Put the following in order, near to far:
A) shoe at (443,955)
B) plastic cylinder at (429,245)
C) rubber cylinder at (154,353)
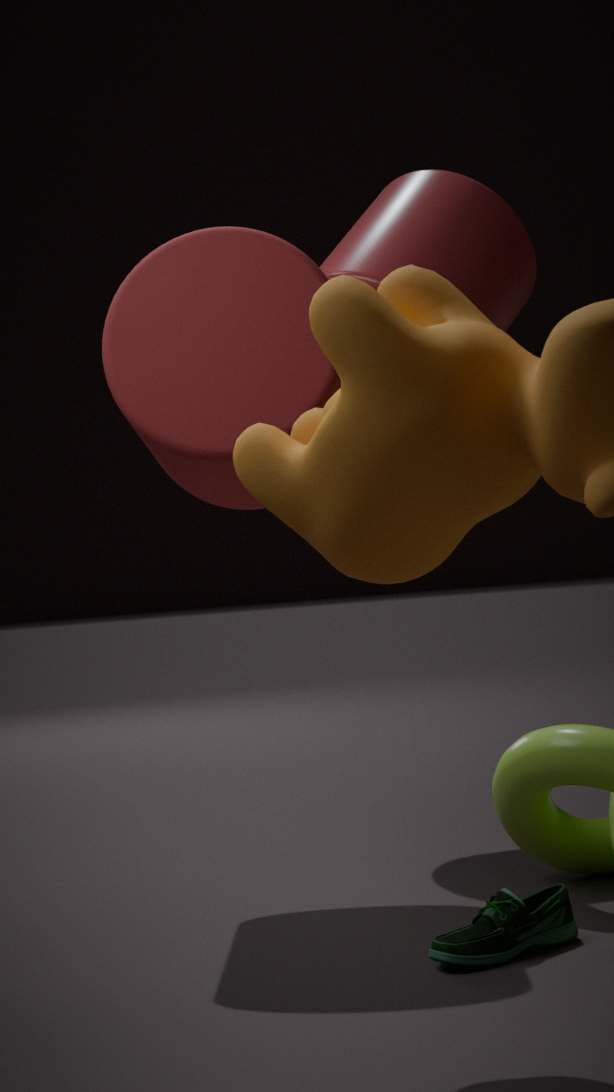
1. shoe at (443,955)
2. rubber cylinder at (154,353)
3. plastic cylinder at (429,245)
